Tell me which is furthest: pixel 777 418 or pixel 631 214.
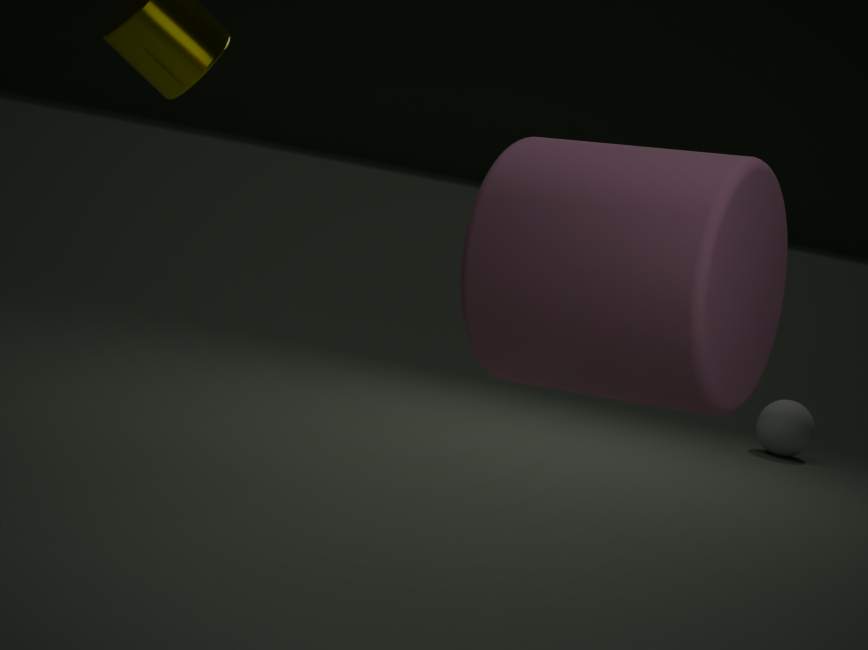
pixel 777 418
